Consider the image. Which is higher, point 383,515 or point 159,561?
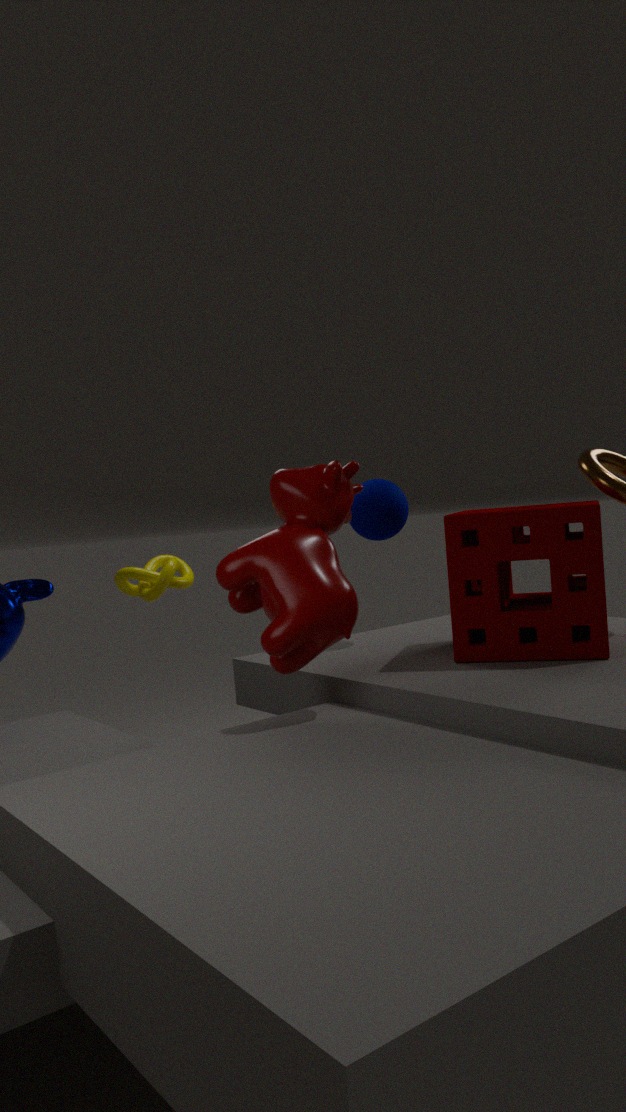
point 383,515
